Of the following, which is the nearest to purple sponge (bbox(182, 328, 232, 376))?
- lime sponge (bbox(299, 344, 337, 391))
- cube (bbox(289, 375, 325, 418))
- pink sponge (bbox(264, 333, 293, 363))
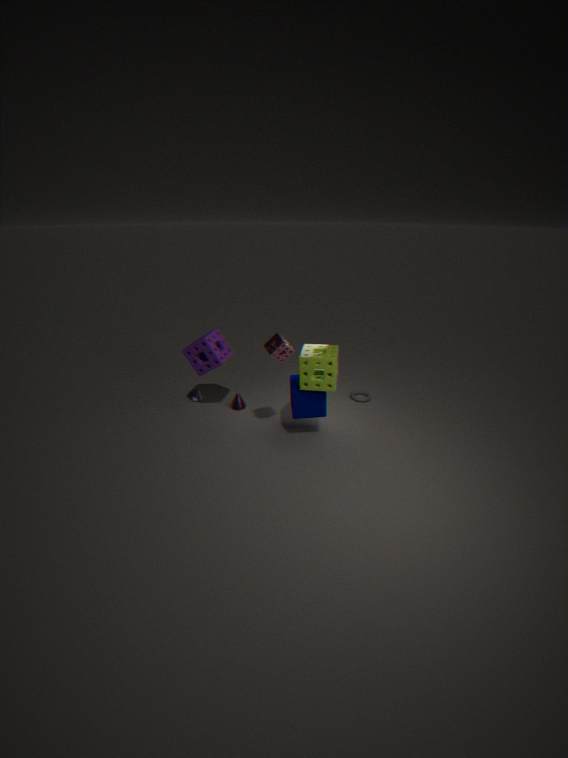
pink sponge (bbox(264, 333, 293, 363))
